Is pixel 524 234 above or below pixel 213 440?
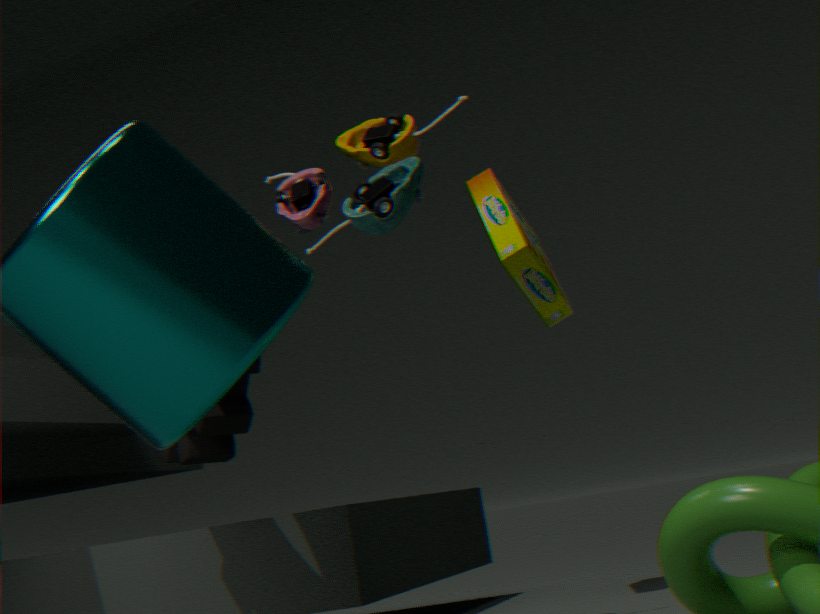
above
